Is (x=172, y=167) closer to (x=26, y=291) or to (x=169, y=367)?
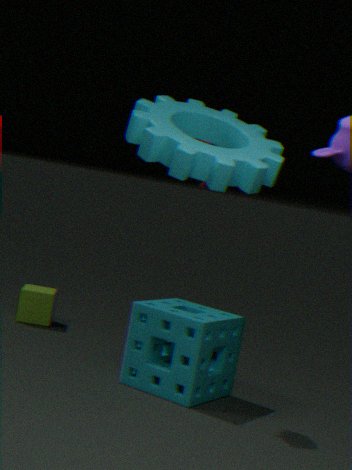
(x=169, y=367)
